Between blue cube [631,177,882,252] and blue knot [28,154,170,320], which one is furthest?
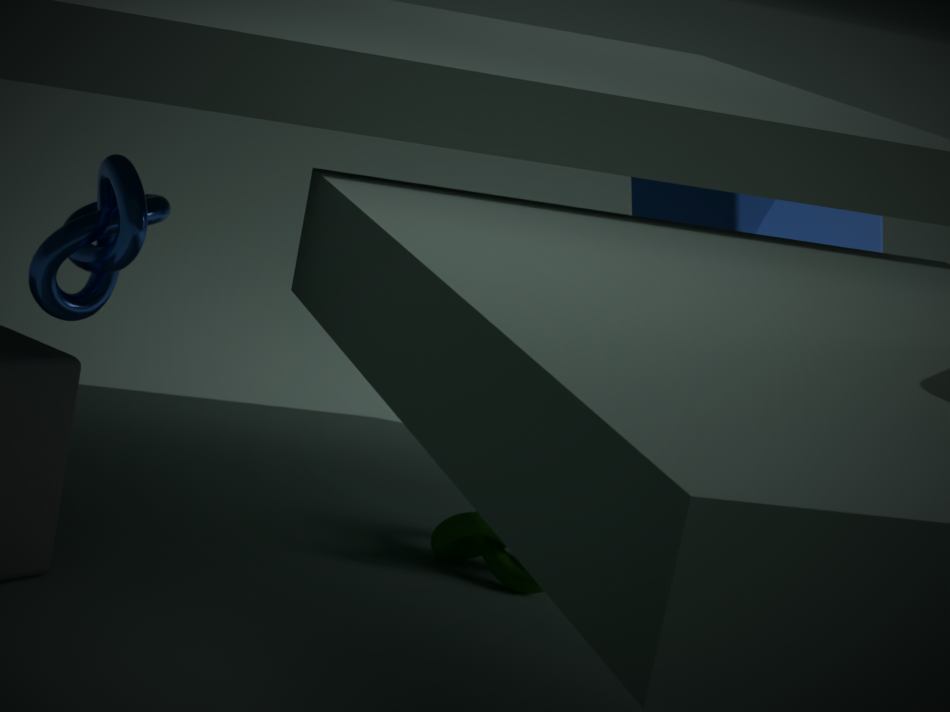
blue cube [631,177,882,252]
